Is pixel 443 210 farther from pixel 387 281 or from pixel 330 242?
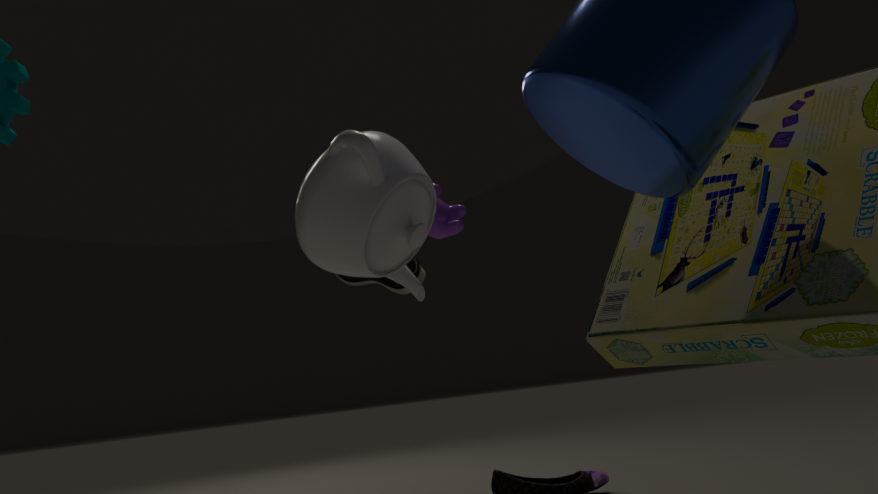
pixel 387 281
